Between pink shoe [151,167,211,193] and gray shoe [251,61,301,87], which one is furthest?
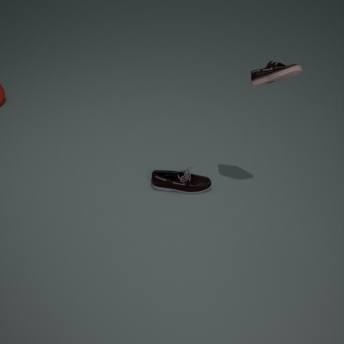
pink shoe [151,167,211,193]
